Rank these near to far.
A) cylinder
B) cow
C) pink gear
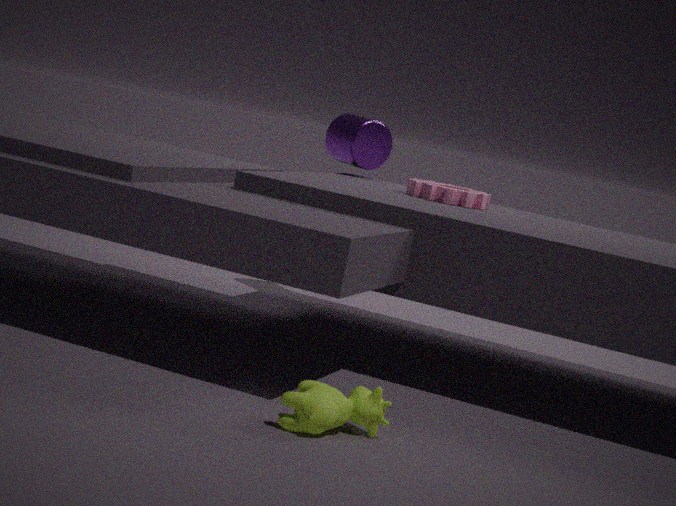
cow → pink gear → cylinder
